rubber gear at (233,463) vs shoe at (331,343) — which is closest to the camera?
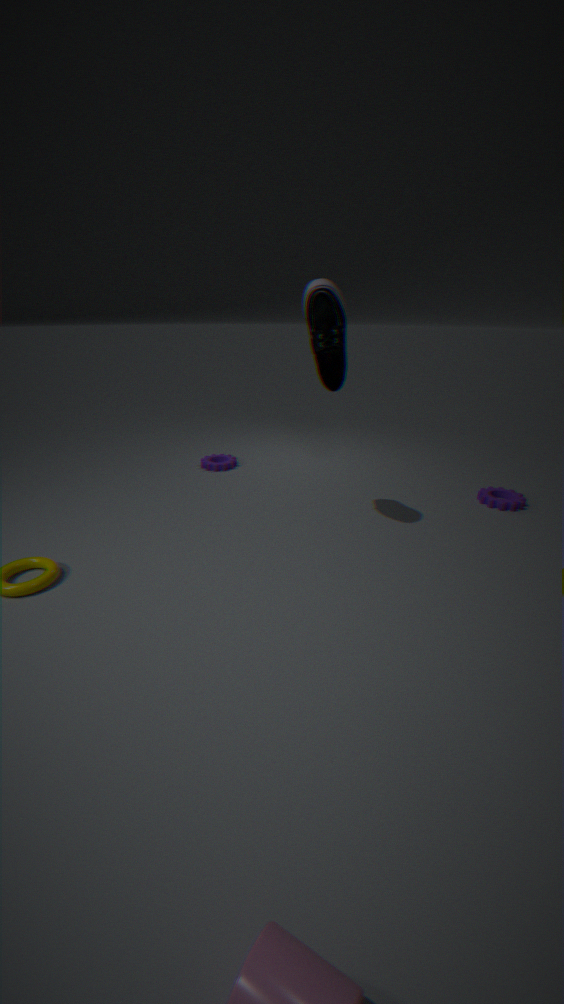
shoe at (331,343)
